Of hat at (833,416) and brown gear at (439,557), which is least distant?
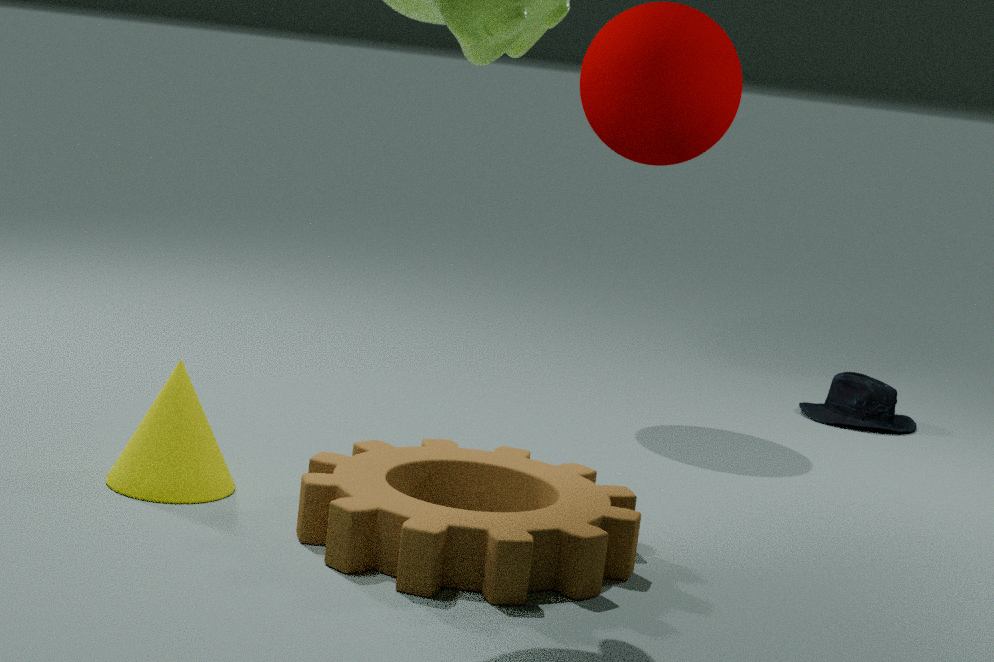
brown gear at (439,557)
